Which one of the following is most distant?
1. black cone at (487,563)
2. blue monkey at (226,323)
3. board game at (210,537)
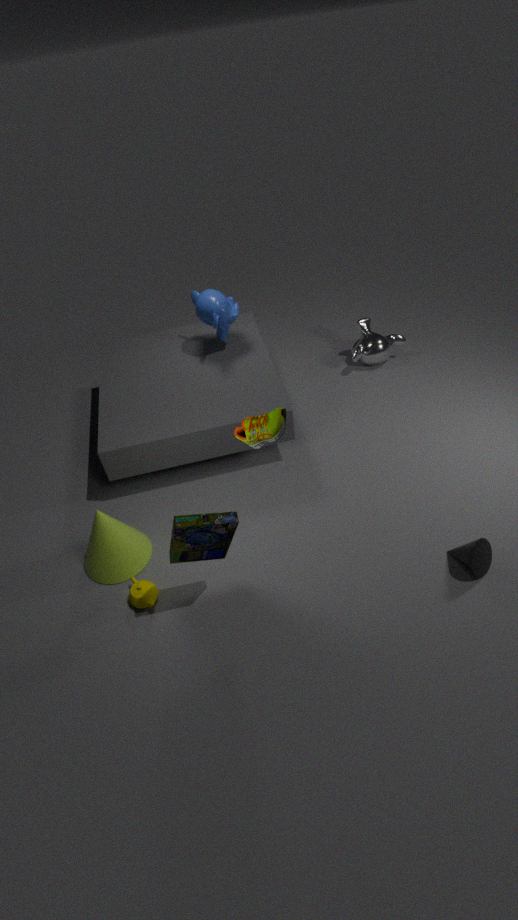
blue monkey at (226,323)
